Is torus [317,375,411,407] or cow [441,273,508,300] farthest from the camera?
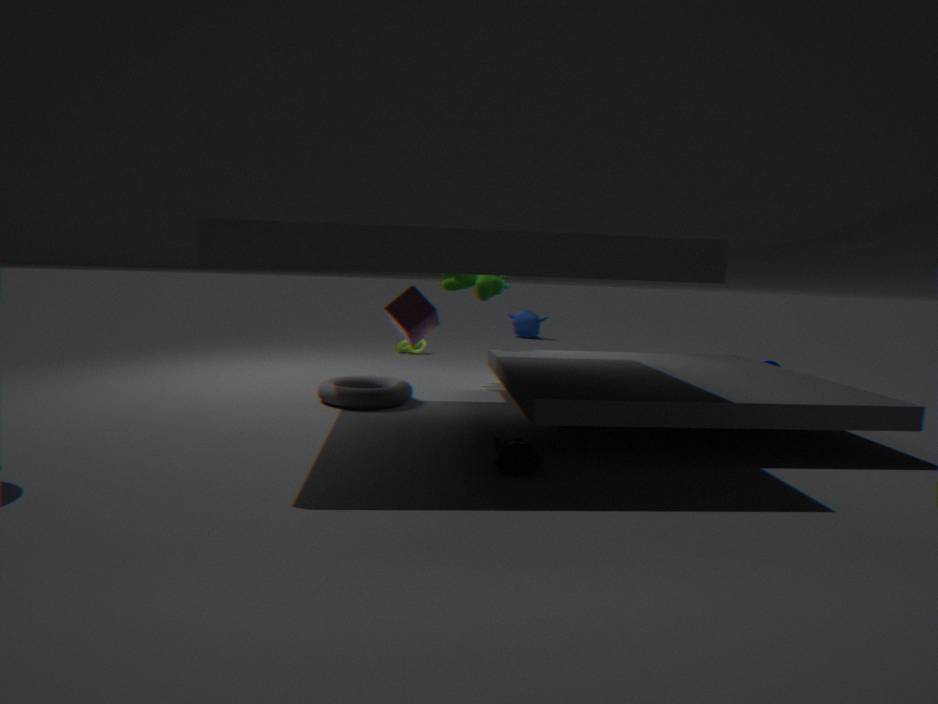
cow [441,273,508,300]
